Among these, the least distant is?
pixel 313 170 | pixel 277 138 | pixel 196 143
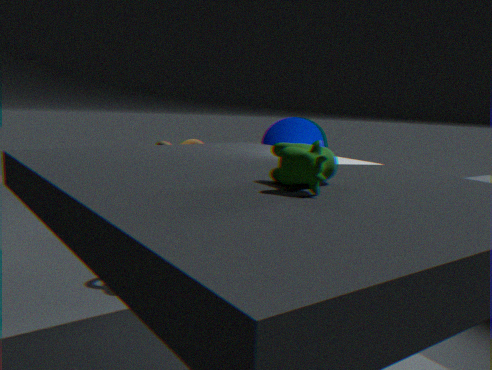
pixel 313 170
